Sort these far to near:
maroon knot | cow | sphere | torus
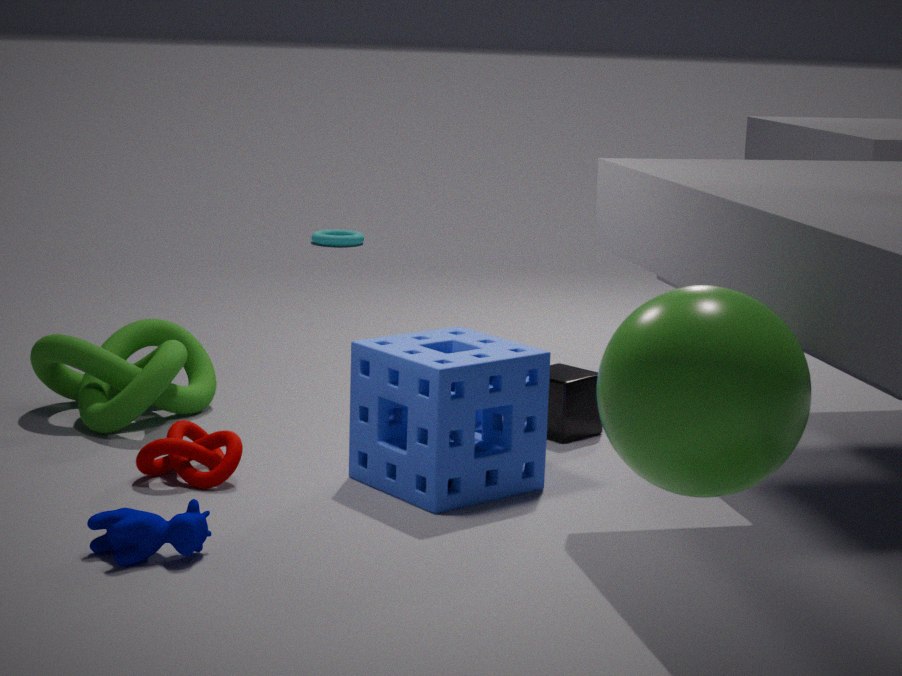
torus → maroon knot → cow → sphere
